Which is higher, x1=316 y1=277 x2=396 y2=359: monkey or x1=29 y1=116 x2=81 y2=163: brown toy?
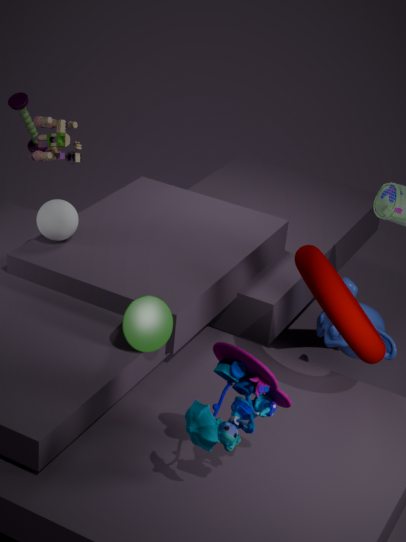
x1=29 y1=116 x2=81 y2=163: brown toy
